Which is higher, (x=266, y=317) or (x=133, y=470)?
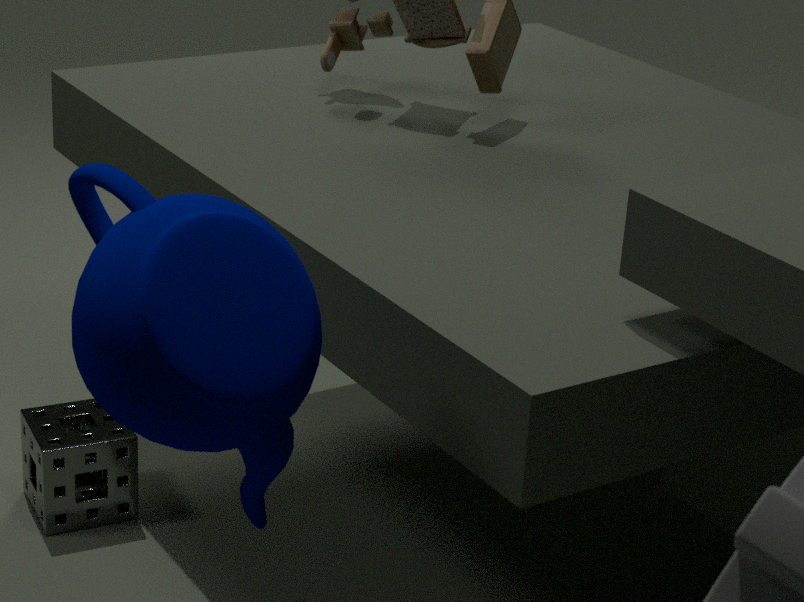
(x=266, y=317)
